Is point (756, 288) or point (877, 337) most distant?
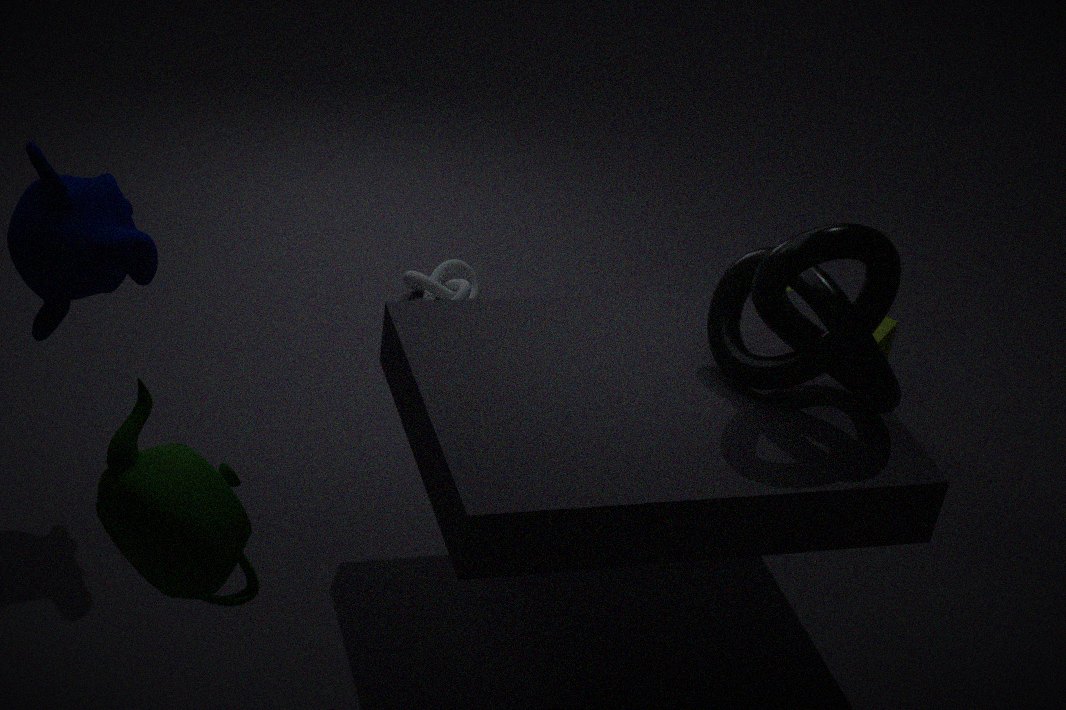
point (877, 337)
